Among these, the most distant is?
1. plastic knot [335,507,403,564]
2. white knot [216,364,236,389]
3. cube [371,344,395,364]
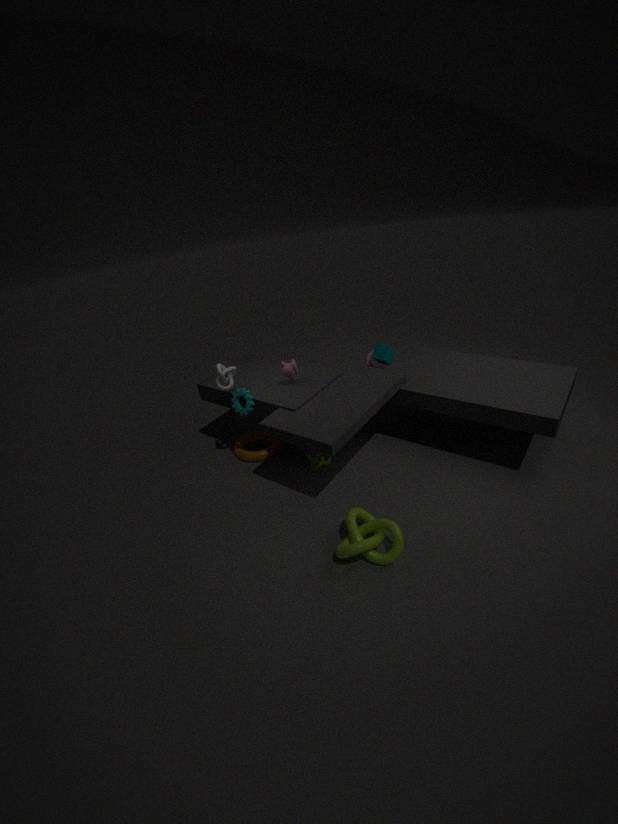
cube [371,344,395,364]
